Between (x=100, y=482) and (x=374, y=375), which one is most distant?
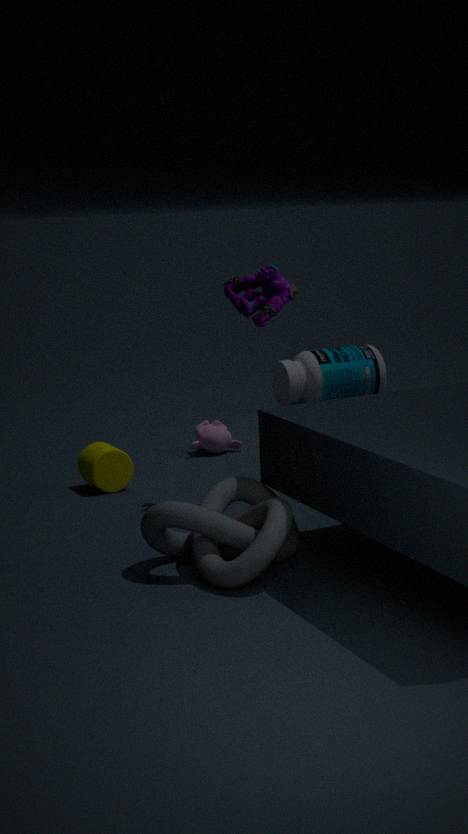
(x=374, y=375)
